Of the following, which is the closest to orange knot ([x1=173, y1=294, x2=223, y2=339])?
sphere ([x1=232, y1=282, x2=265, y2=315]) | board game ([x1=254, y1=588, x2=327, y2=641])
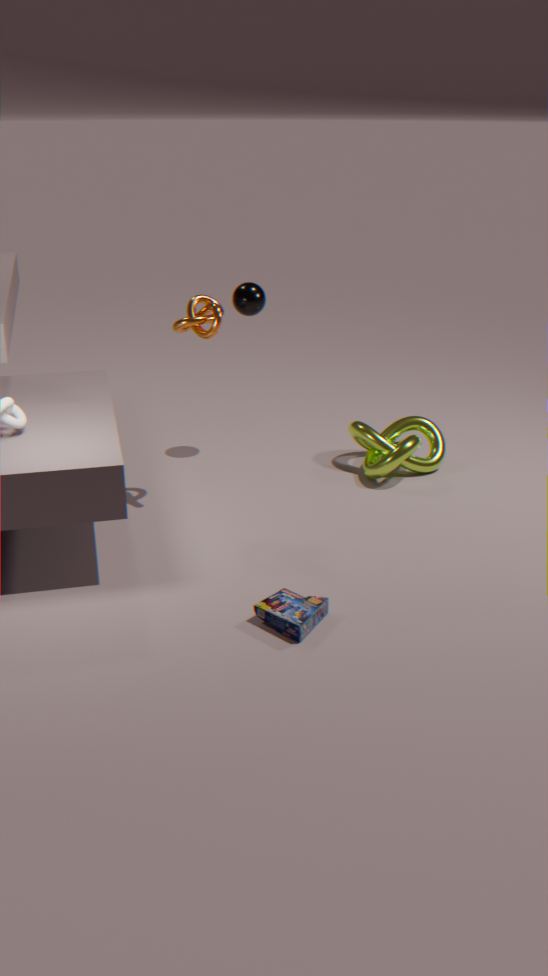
sphere ([x1=232, y1=282, x2=265, y2=315])
